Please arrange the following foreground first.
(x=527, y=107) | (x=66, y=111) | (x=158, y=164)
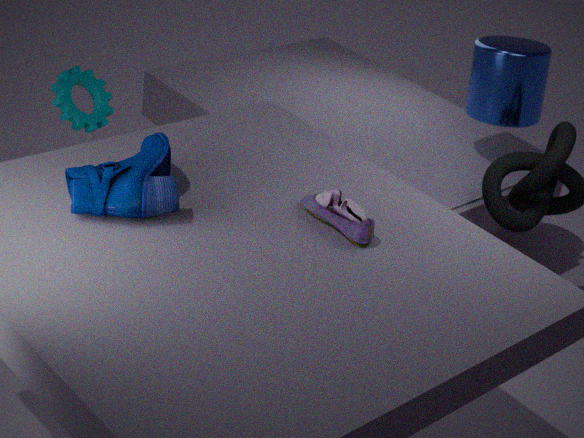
1. (x=158, y=164)
2. (x=66, y=111)
3. (x=527, y=107)
